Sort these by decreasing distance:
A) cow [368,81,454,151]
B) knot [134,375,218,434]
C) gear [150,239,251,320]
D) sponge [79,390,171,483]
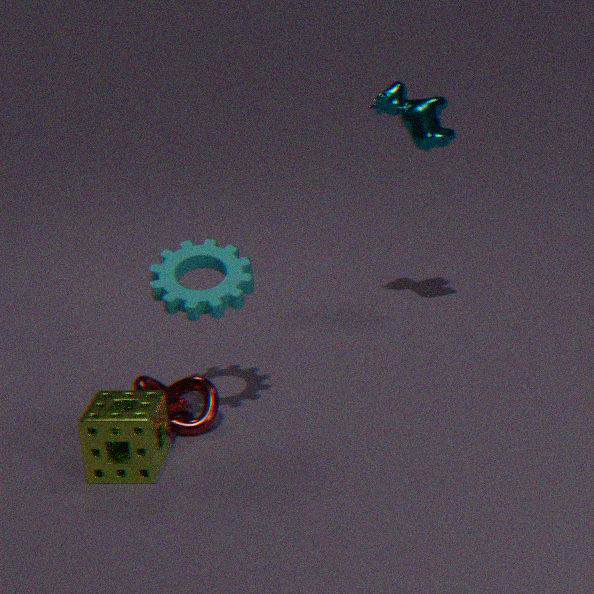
Result: cow [368,81,454,151]
knot [134,375,218,434]
gear [150,239,251,320]
sponge [79,390,171,483]
